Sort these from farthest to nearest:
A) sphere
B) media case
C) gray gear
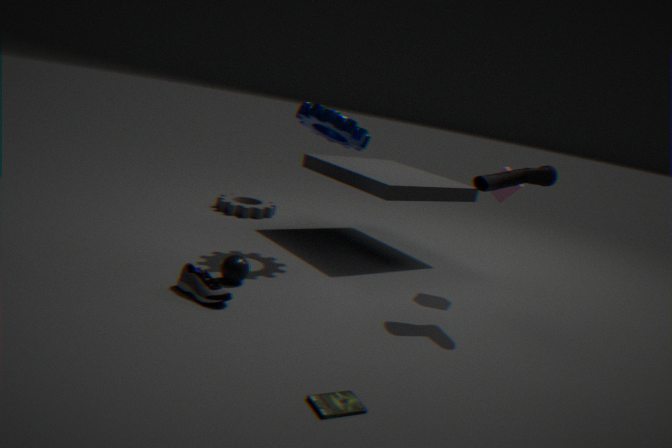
gray gear
sphere
media case
